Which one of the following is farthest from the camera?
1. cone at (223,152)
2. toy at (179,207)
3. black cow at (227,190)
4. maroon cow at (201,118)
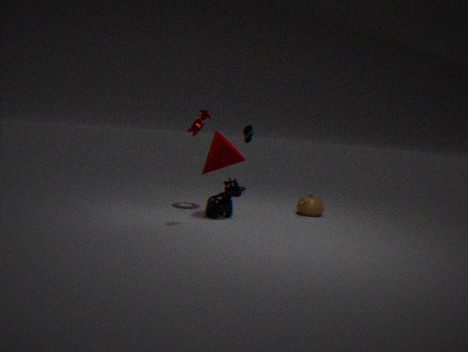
toy at (179,207)
